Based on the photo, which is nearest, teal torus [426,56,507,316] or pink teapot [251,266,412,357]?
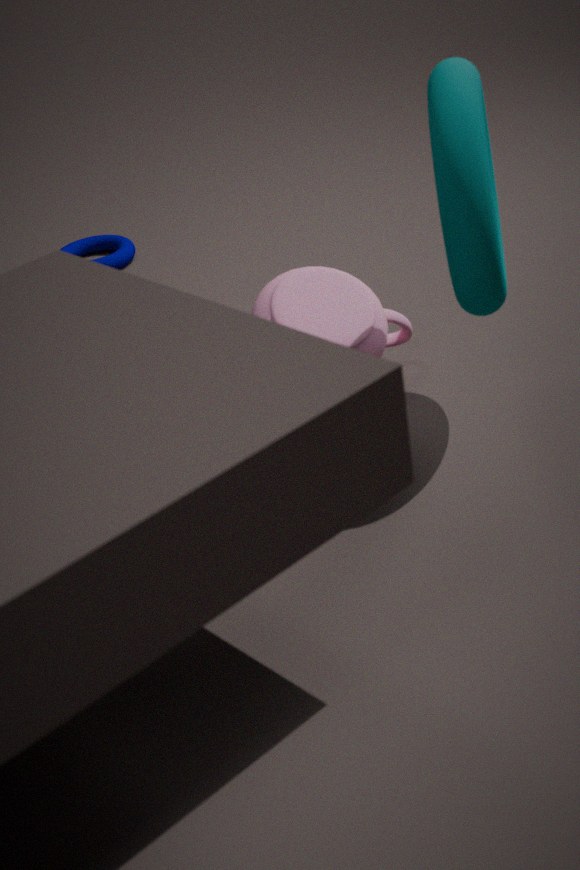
teal torus [426,56,507,316]
